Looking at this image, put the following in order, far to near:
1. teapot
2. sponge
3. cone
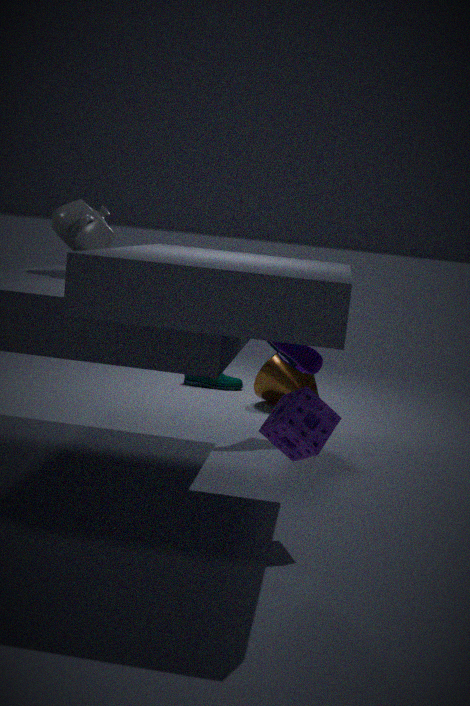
1. cone
2. teapot
3. sponge
